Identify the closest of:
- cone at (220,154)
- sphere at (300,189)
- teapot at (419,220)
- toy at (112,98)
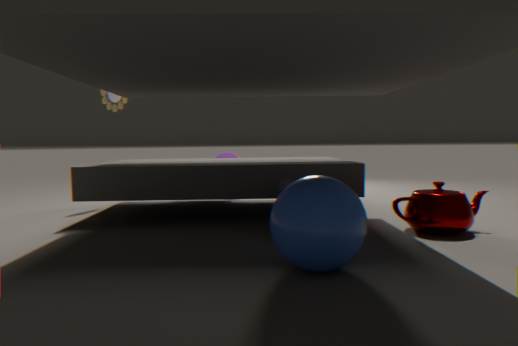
sphere at (300,189)
